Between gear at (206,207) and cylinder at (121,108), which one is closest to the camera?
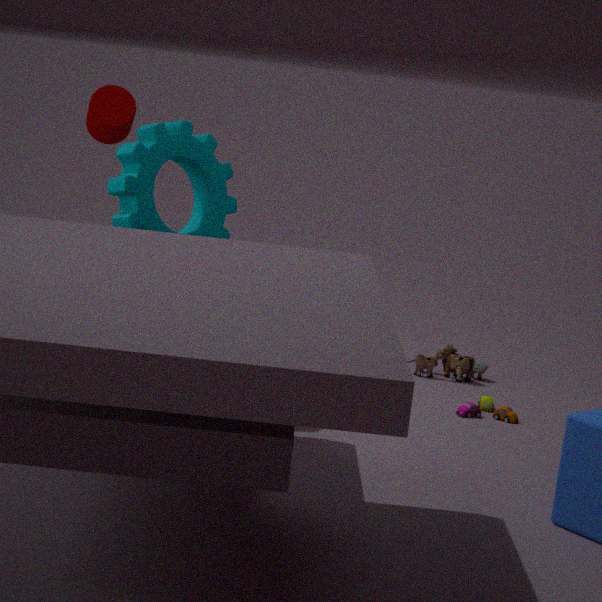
gear at (206,207)
